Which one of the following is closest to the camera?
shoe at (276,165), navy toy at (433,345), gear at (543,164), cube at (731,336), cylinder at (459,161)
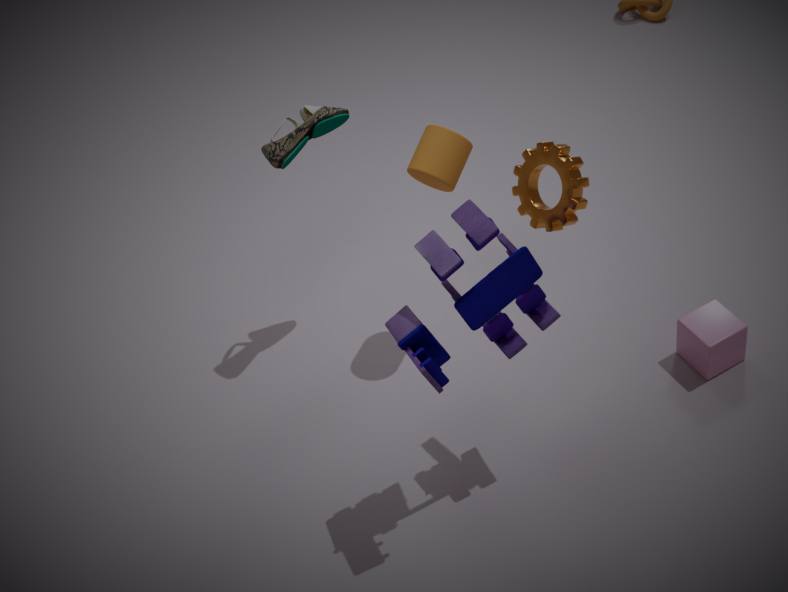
navy toy at (433,345)
